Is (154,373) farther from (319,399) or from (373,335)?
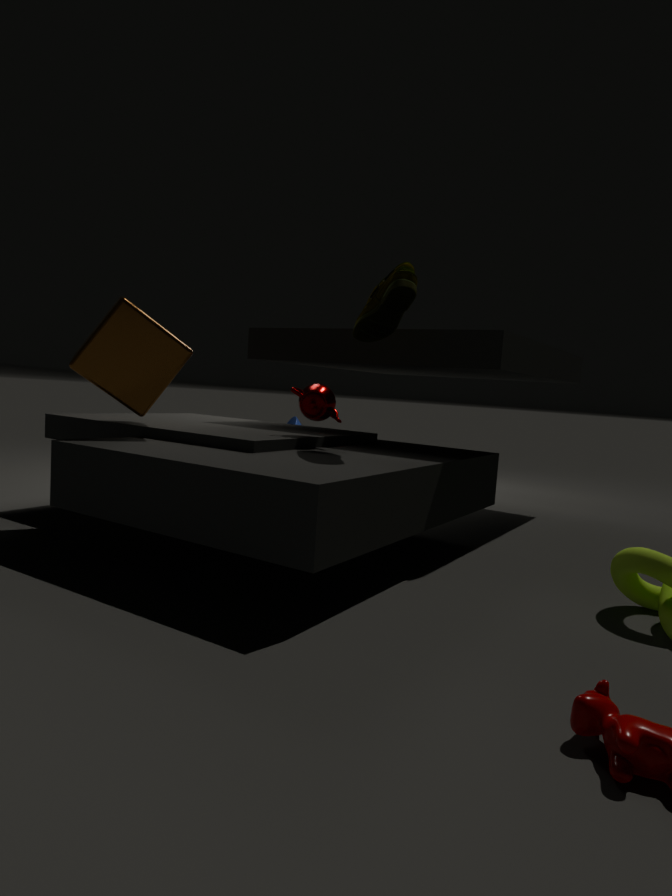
(373,335)
